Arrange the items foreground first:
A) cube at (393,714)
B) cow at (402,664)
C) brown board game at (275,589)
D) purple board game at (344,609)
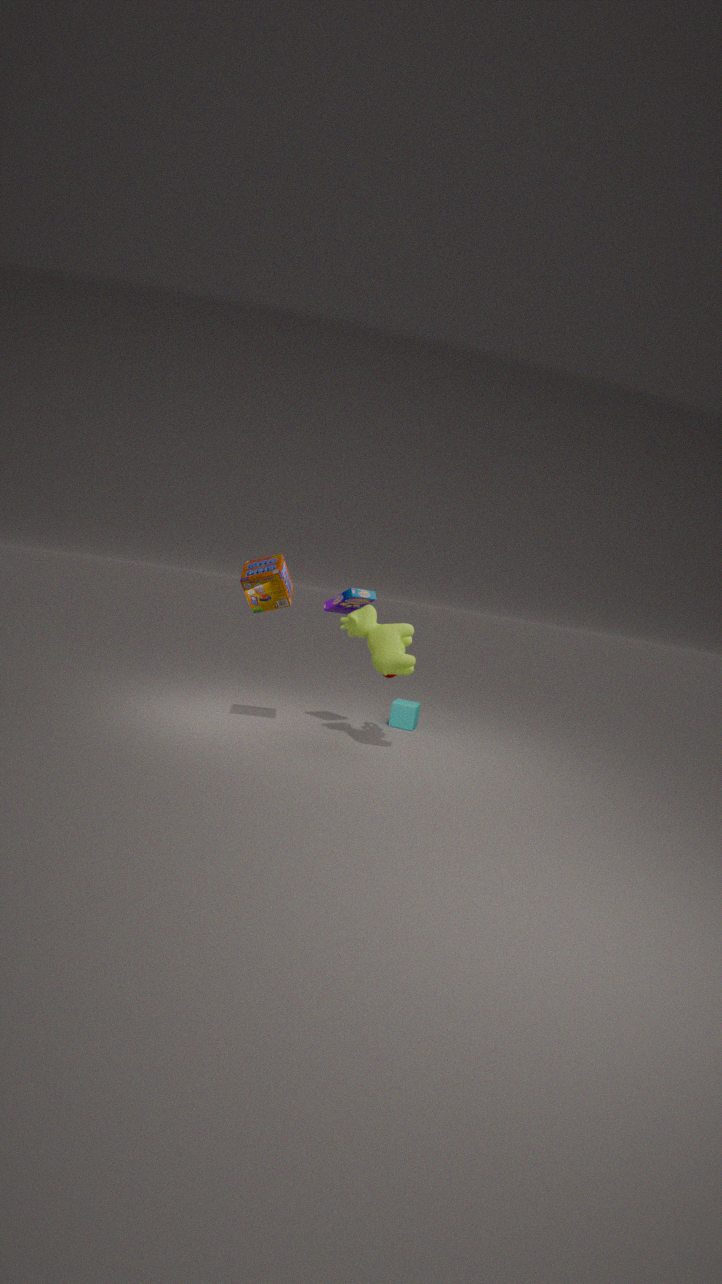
cow at (402,664), brown board game at (275,589), purple board game at (344,609), cube at (393,714)
